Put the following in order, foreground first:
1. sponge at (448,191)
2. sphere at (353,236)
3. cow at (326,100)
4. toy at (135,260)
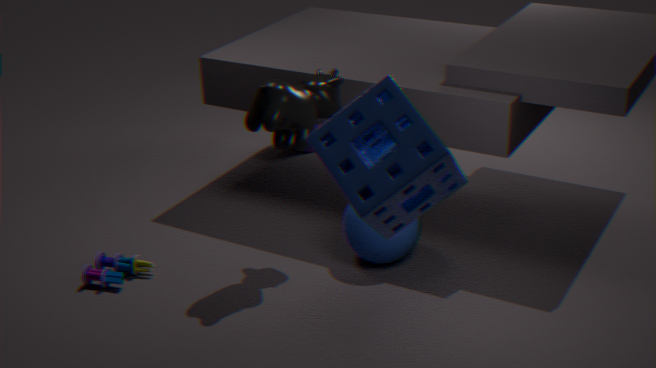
sponge at (448,191)
cow at (326,100)
sphere at (353,236)
toy at (135,260)
